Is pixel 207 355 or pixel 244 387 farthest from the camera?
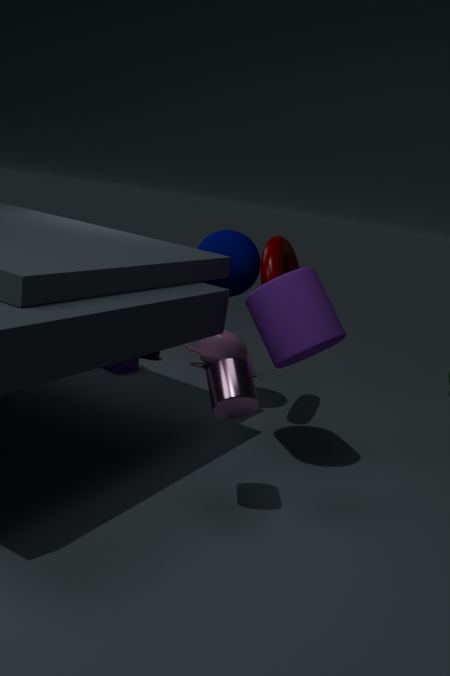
pixel 207 355
